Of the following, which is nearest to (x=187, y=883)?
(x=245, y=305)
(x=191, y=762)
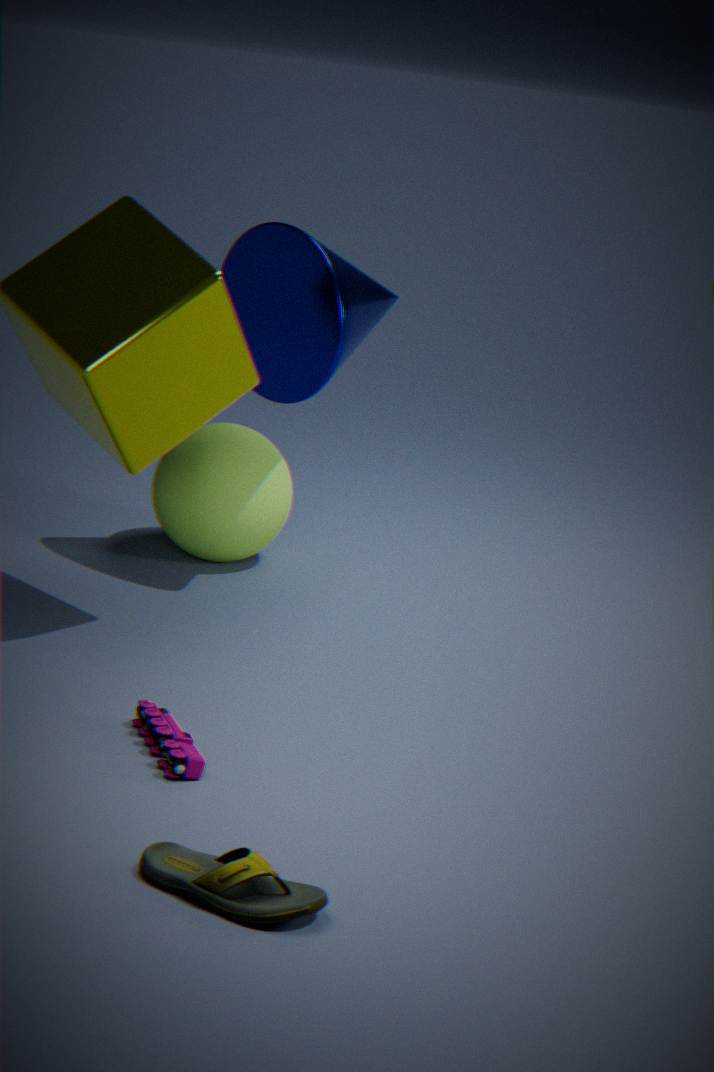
(x=191, y=762)
